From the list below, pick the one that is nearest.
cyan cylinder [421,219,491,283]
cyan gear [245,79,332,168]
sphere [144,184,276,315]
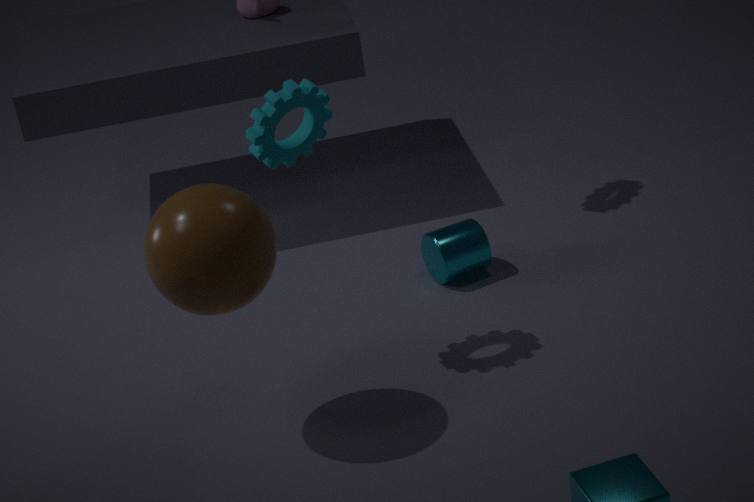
sphere [144,184,276,315]
